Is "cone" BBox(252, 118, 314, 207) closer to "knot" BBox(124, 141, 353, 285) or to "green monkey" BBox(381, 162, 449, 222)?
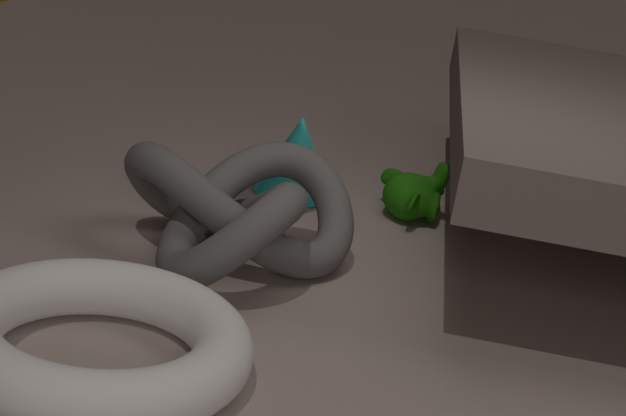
"green monkey" BBox(381, 162, 449, 222)
